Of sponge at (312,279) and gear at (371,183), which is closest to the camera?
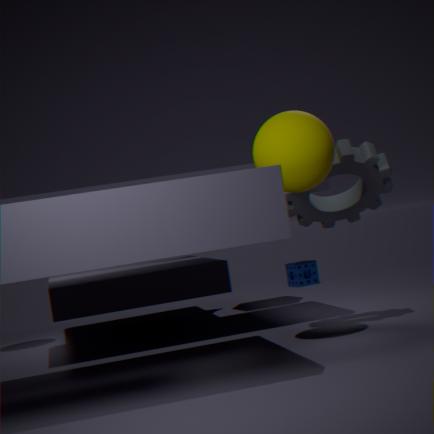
gear at (371,183)
